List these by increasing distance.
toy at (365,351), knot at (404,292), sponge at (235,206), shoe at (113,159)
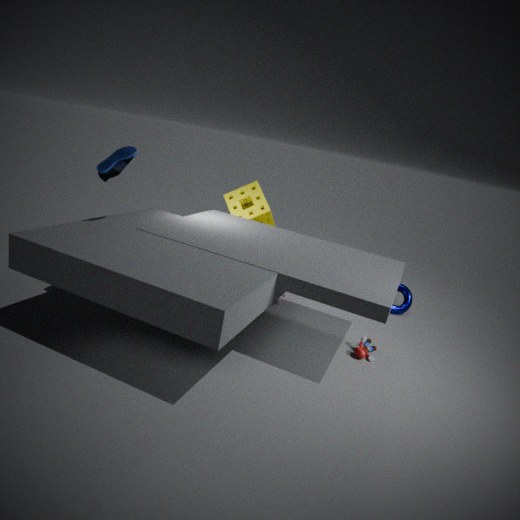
1. shoe at (113,159)
2. toy at (365,351)
3. sponge at (235,206)
4. knot at (404,292)
